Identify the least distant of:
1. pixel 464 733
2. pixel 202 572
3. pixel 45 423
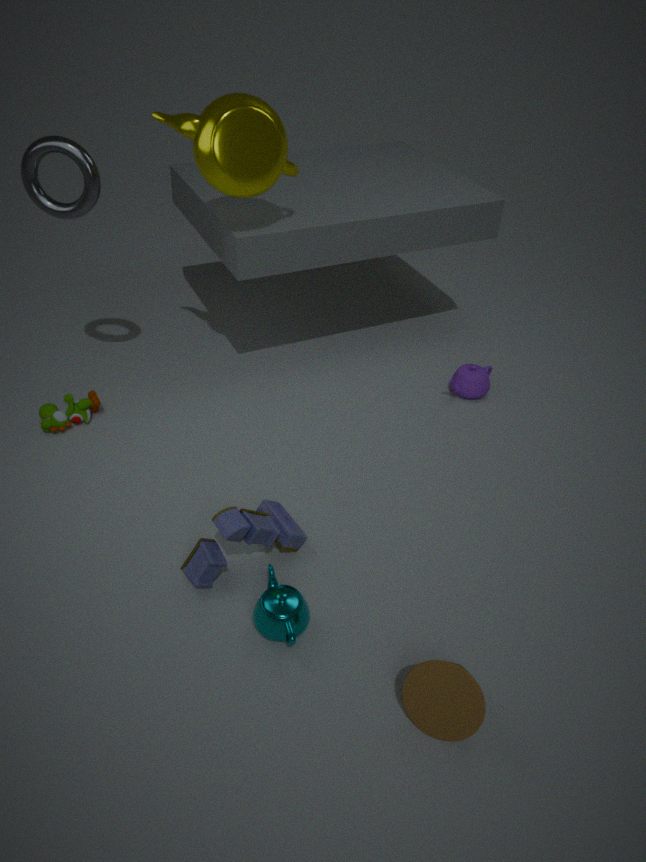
pixel 464 733
